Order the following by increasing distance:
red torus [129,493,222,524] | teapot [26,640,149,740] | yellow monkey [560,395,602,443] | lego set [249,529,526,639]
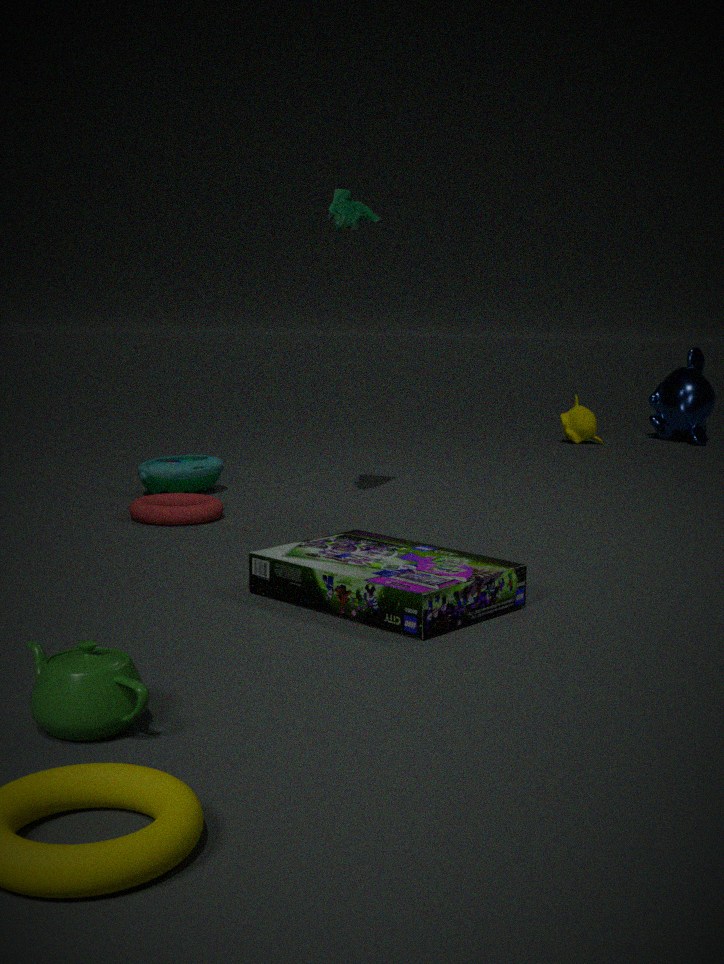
teapot [26,640,149,740]
lego set [249,529,526,639]
red torus [129,493,222,524]
yellow monkey [560,395,602,443]
